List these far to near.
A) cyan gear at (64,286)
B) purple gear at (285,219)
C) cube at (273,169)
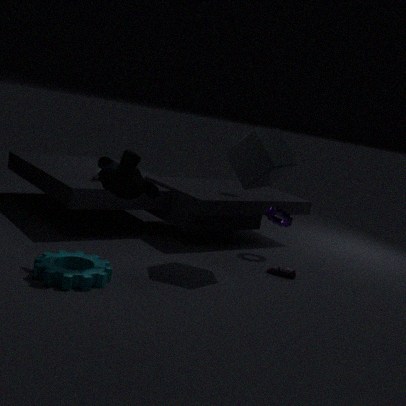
purple gear at (285,219) → cube at (273,169) → cyan gear at (64,286)
